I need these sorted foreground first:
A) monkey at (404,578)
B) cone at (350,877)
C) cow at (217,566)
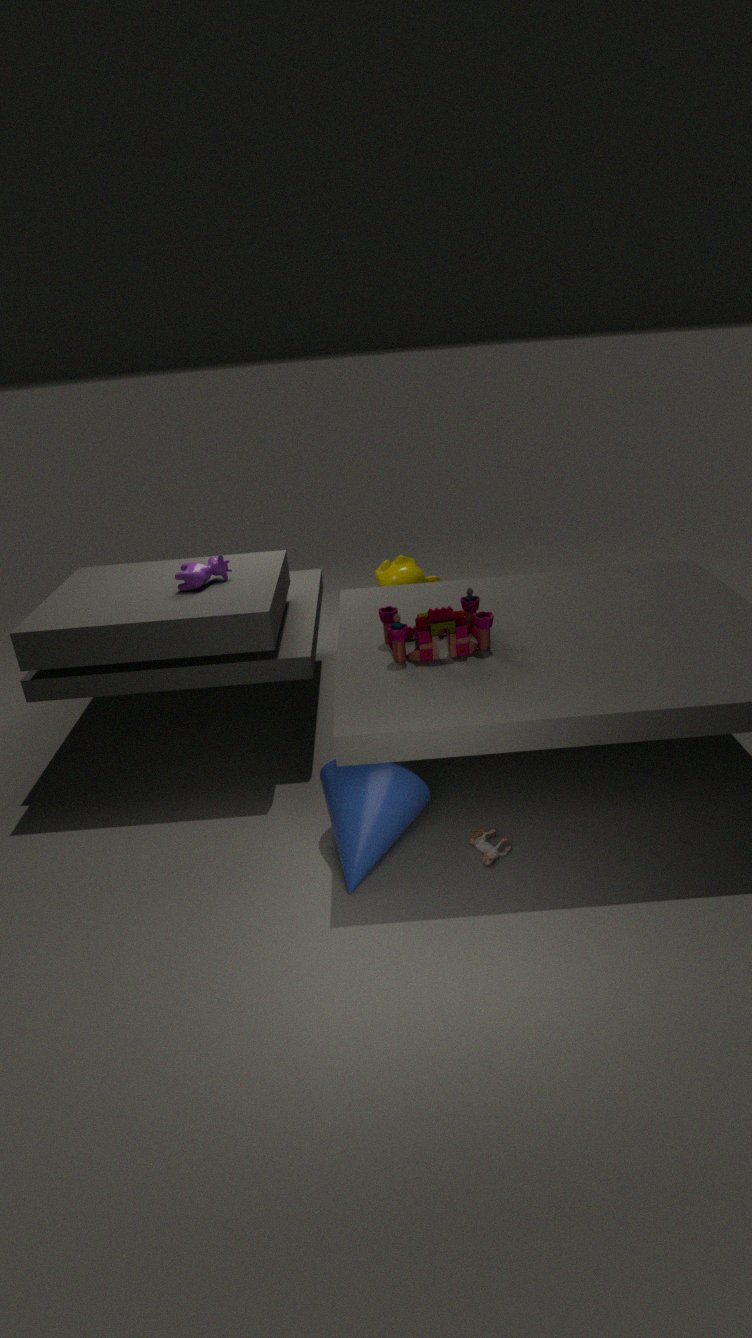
cone at (350,877), cow at (217,566), monkey at (404,578)
